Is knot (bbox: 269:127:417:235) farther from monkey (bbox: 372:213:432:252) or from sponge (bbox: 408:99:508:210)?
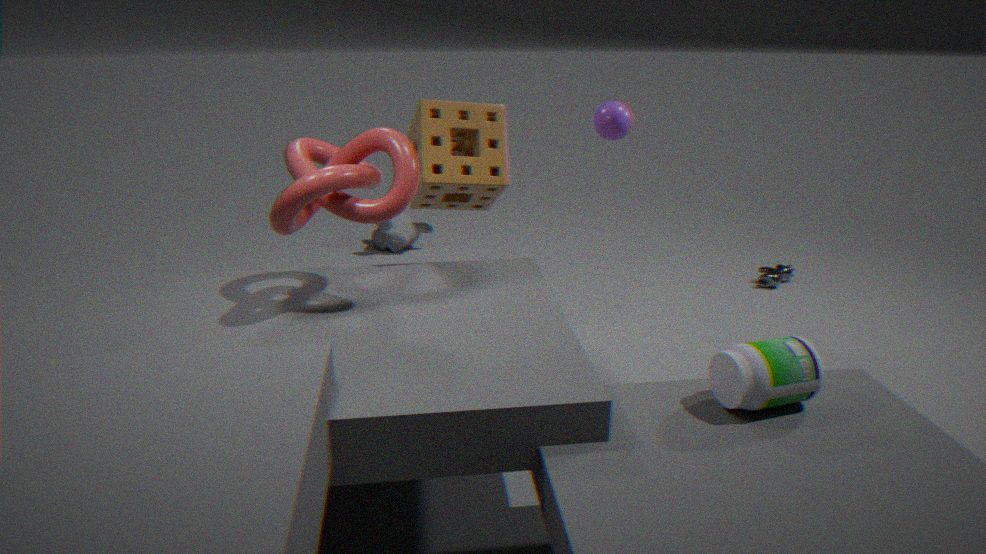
monkey (bbox: 372:213:432:252)
